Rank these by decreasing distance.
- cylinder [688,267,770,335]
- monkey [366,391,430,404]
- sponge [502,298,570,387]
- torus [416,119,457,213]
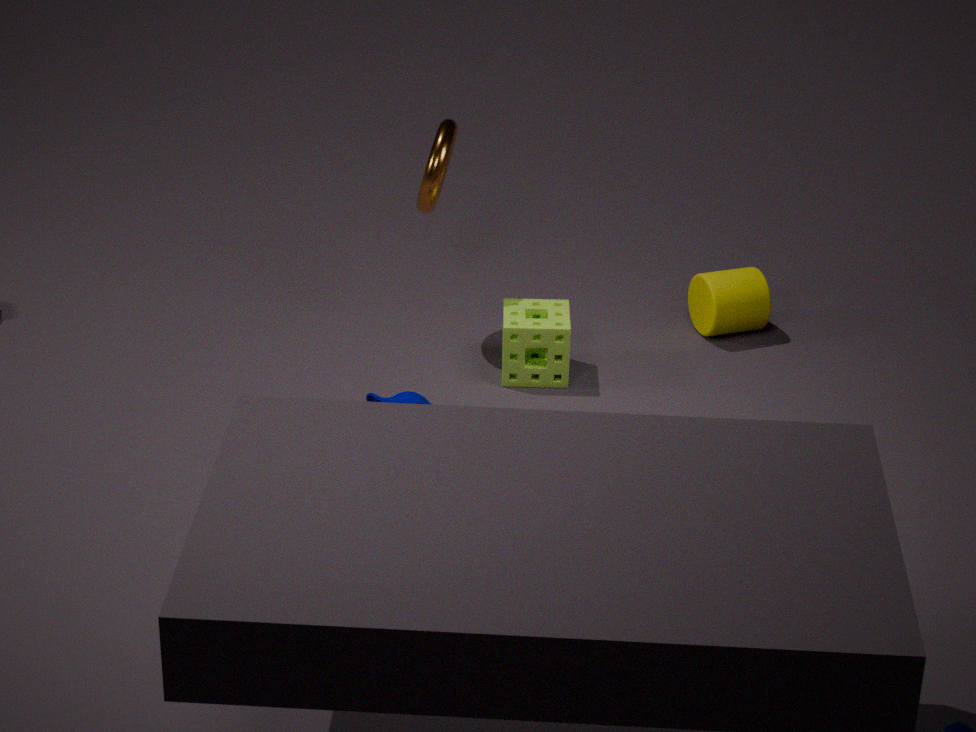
cylinder [688,267,770,335], torus [416,119,457,213], sponge [502,298,570,387], monkey [366,391,430,404]
